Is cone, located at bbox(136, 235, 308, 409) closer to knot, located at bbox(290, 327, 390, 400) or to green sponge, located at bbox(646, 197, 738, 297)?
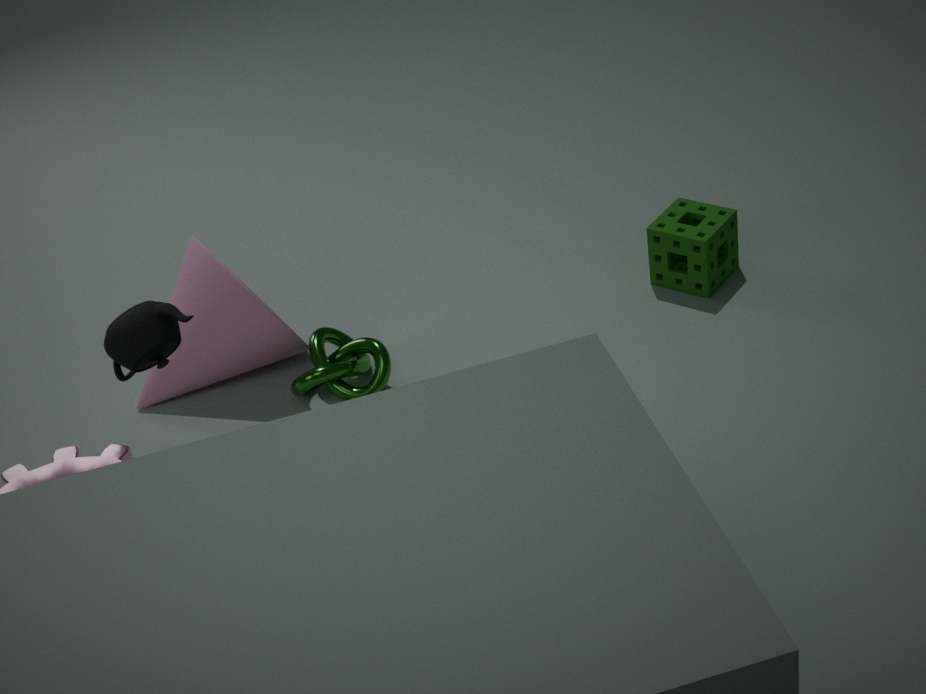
knot, located at bbox(290, 327, 390, 400)
